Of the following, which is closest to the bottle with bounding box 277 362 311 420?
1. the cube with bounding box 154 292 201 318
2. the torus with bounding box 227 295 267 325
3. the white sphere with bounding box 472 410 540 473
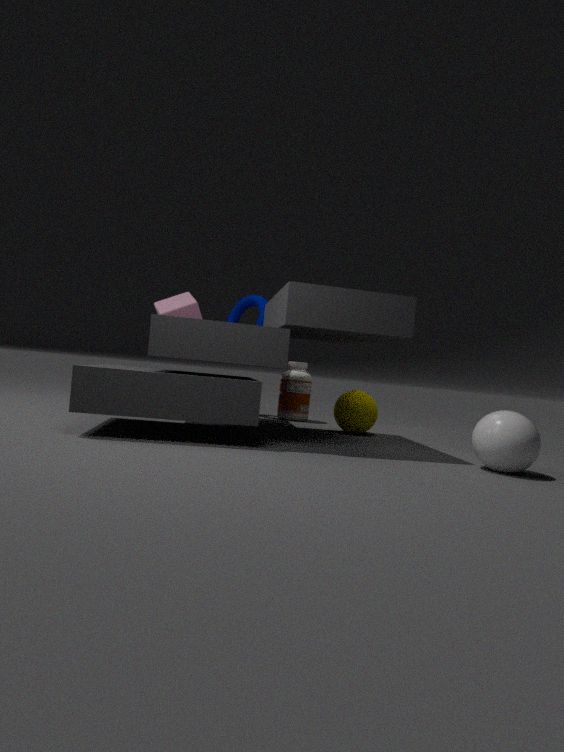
the torus with bounding box 227 295 267 325
